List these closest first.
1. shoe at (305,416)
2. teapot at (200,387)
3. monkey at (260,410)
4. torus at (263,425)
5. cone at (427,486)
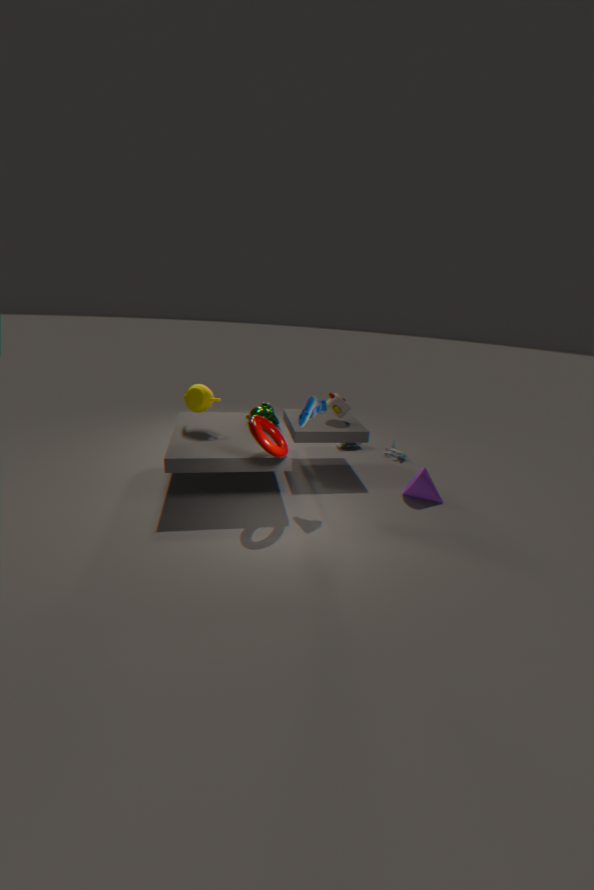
torus at (263,425) < shoe at (305,416) < teapot at (200,387) < cone at (427,486) < monkey at (260,410)
